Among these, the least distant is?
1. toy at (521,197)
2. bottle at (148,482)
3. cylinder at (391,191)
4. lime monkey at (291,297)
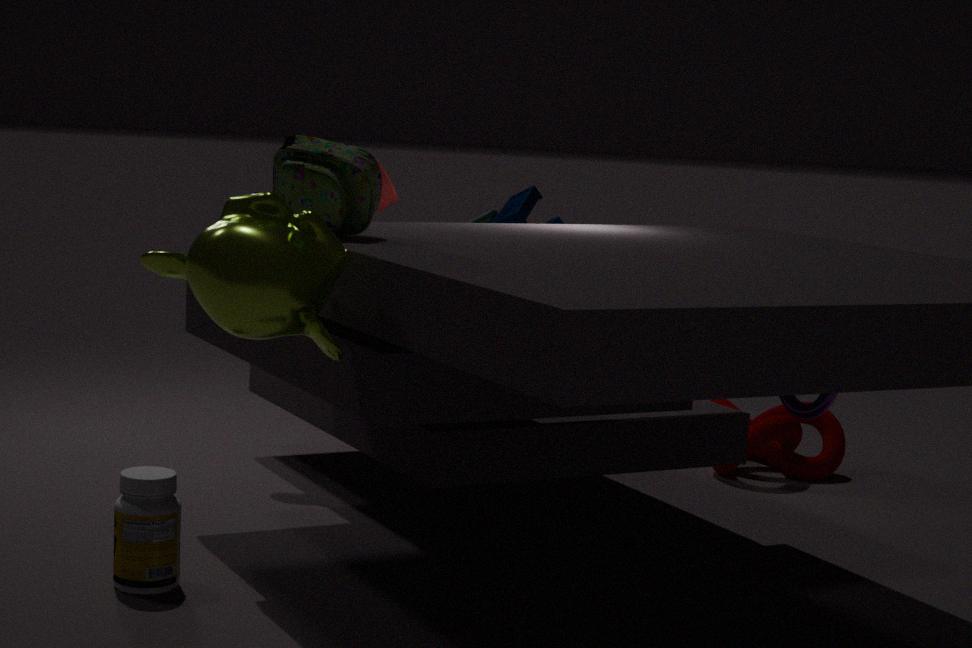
lime monkey at (291,297)
